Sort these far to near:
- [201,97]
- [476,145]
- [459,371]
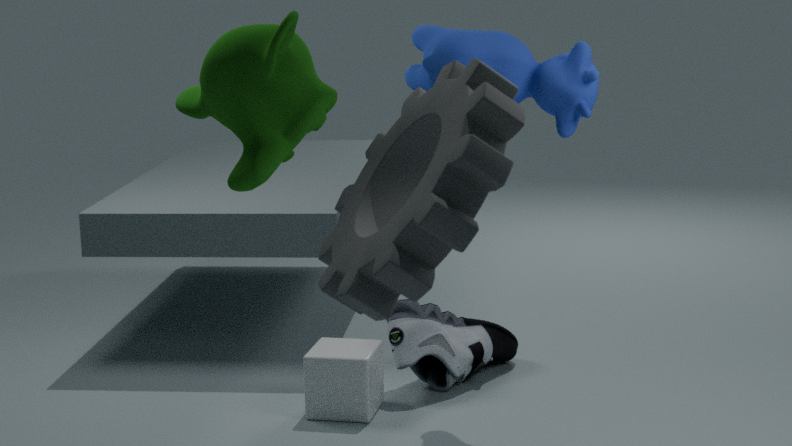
[459,371], [201,97], [476,145]
